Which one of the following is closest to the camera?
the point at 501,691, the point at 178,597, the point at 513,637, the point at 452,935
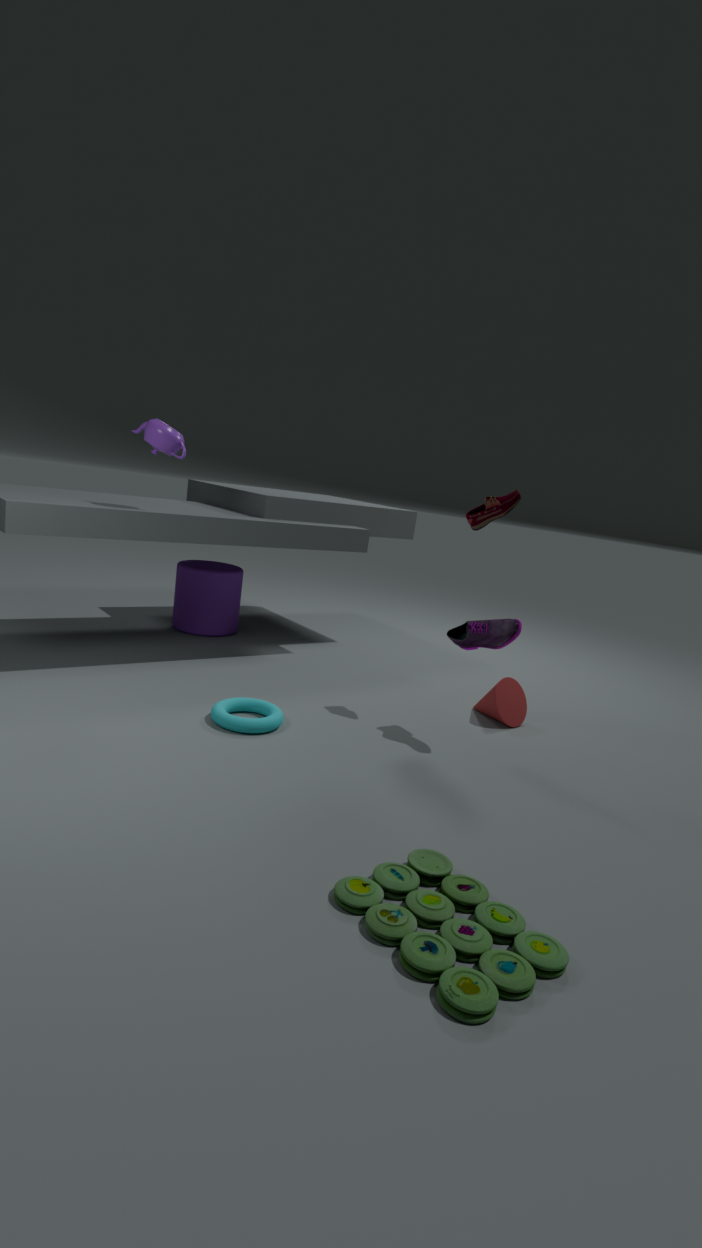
the point at 452,935
